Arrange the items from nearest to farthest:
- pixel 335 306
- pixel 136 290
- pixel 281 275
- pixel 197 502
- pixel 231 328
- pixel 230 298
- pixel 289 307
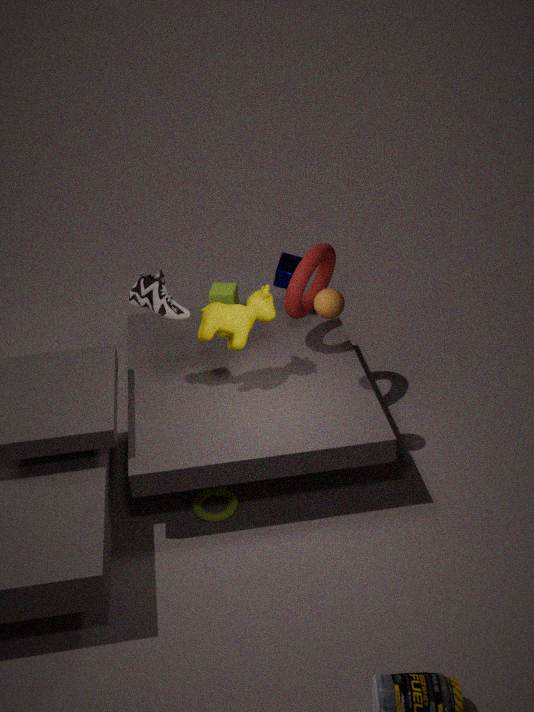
pixel 335 306, pixel 197 502, pixel 136 290, pixel 231 328, pixel 289 307, pixel 281 275, pixel 230 298
